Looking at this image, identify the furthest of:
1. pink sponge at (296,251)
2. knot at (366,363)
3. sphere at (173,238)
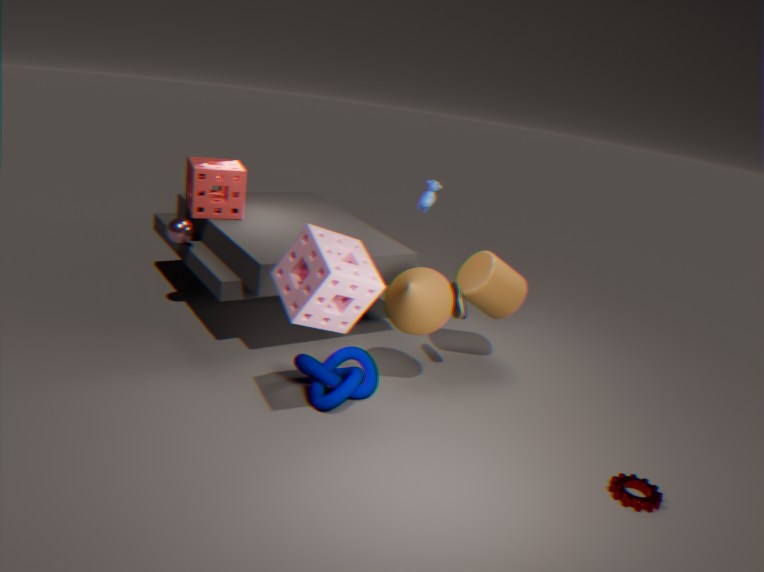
sphere at (173,238)
